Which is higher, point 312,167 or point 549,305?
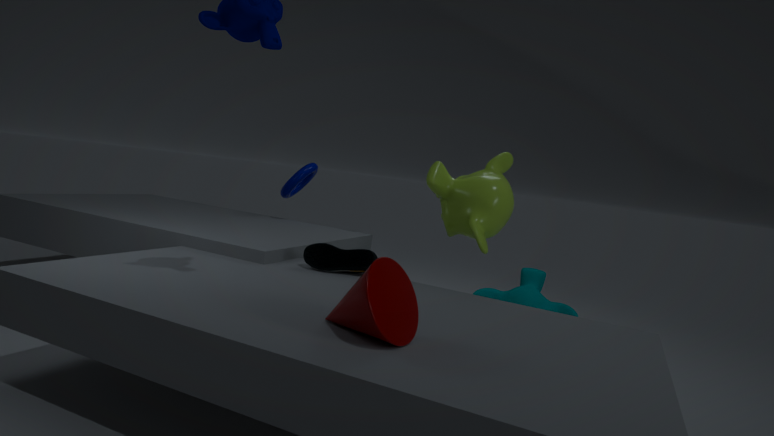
point 312,167
